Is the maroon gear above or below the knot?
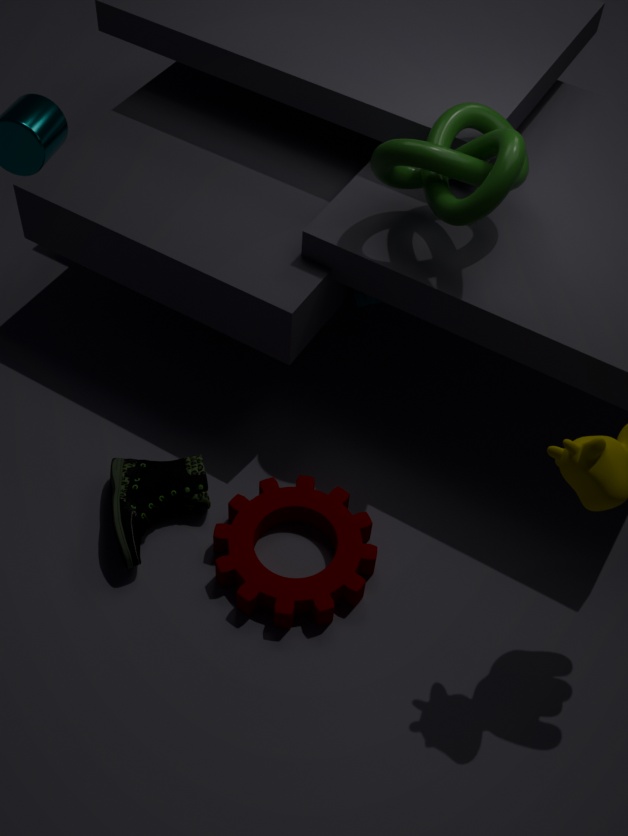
below
